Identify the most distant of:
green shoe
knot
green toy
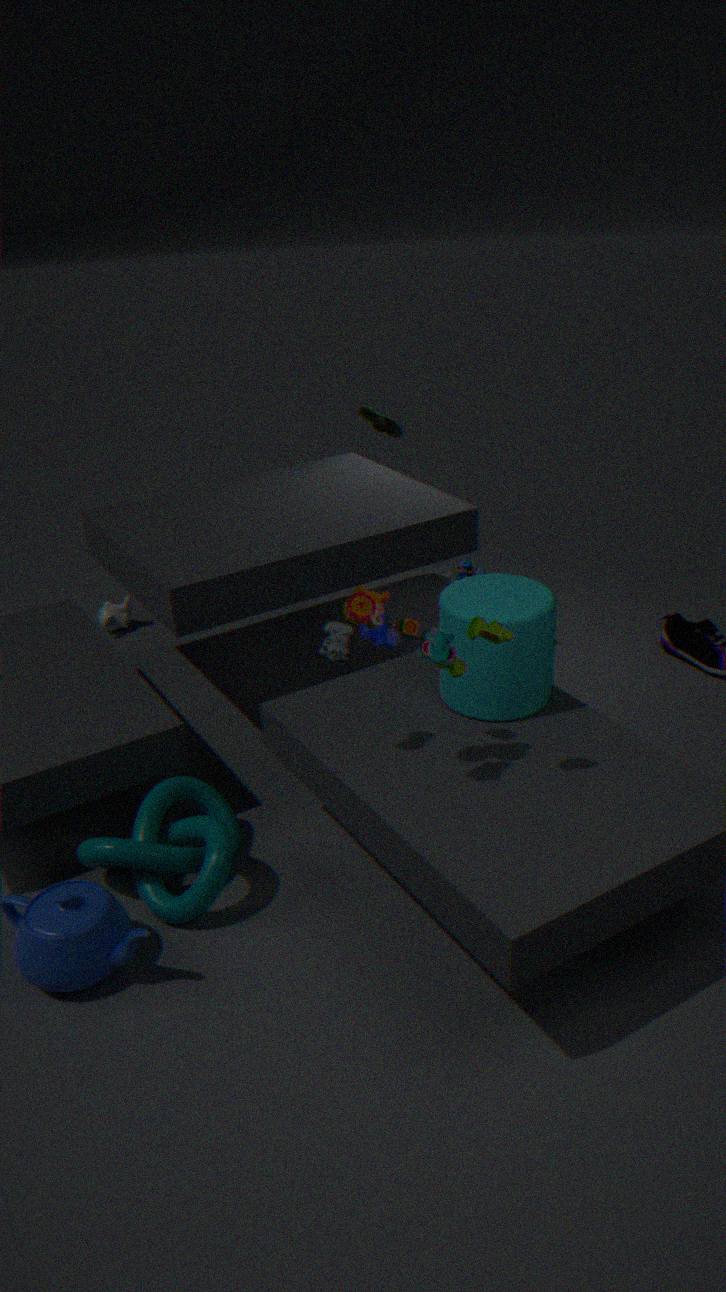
green shoe
